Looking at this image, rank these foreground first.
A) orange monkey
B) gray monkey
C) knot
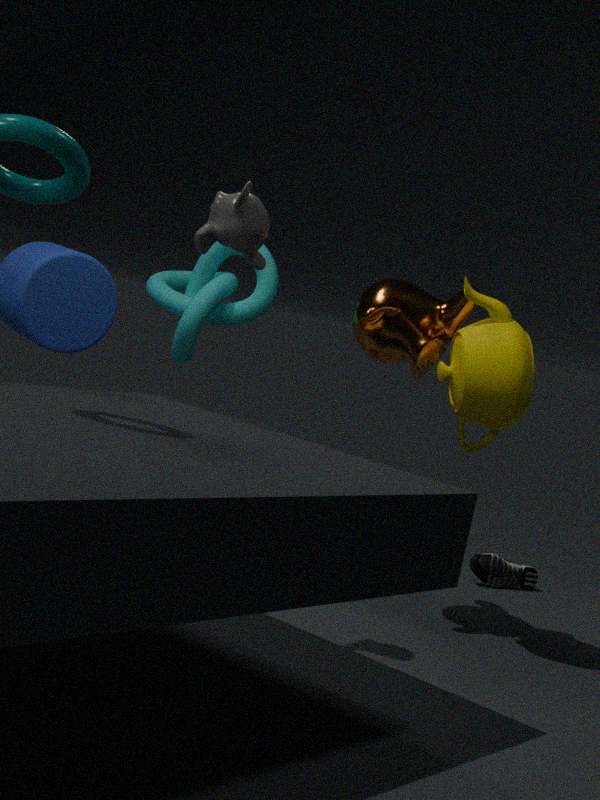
gray monkey → orange monkey → knot
